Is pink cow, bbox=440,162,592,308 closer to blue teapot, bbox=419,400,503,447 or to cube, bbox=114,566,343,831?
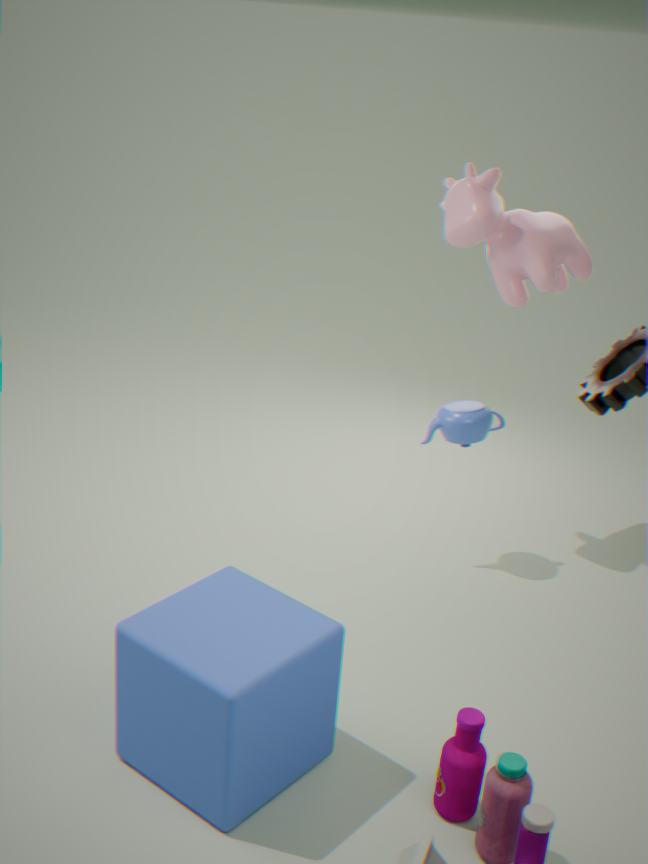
blue teapot, bbox=419,400,503,447
